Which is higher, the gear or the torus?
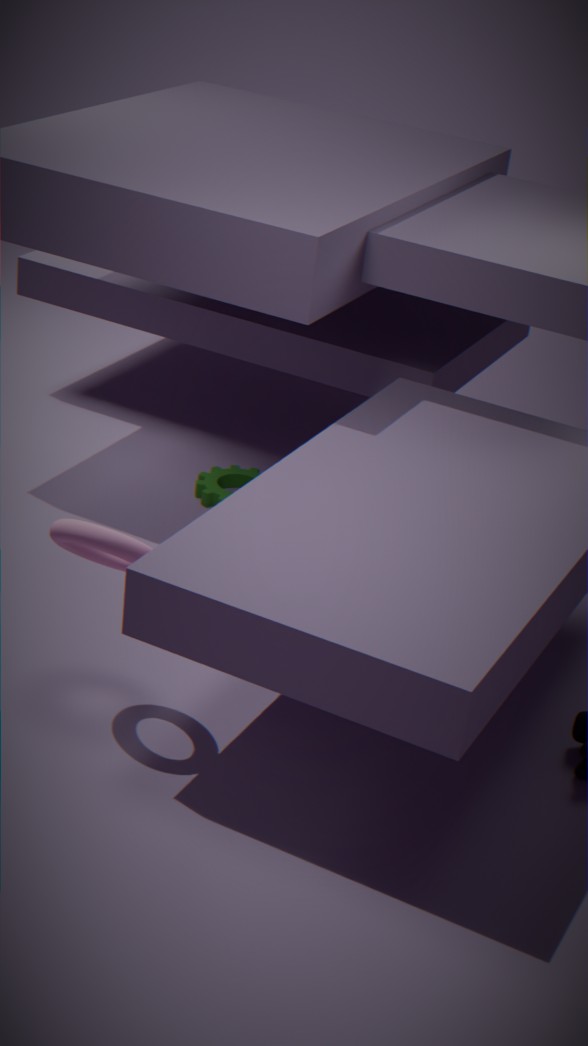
the torus
